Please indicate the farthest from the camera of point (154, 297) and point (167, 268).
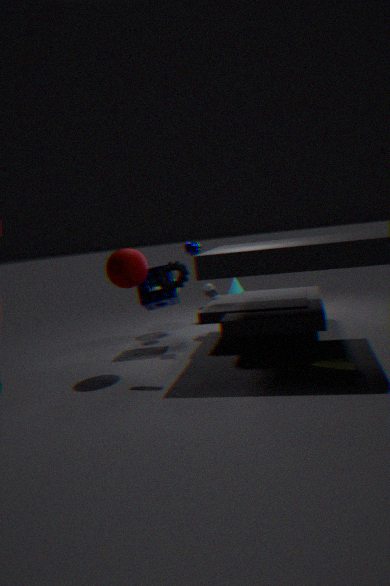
point (154, 297)
